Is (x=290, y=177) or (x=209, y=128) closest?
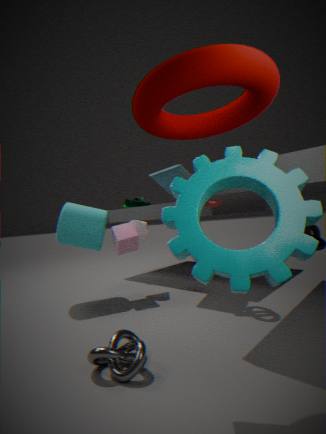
(x=290, y=177)
